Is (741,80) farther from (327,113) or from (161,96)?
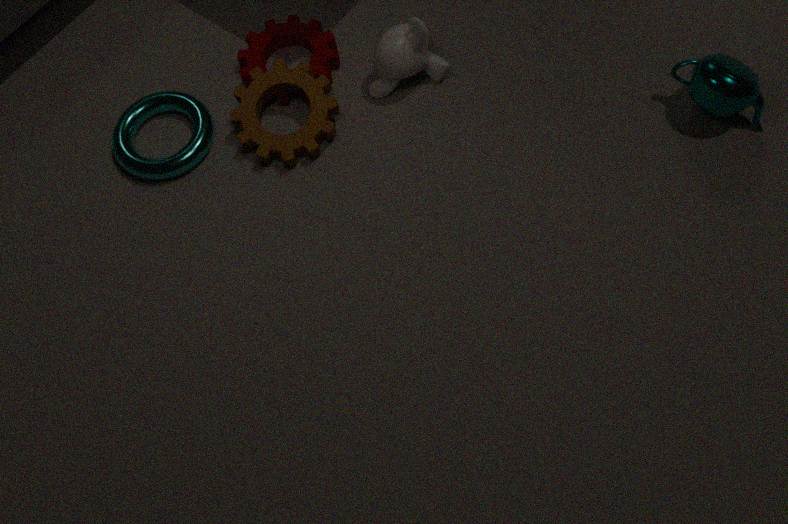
(161,96)
